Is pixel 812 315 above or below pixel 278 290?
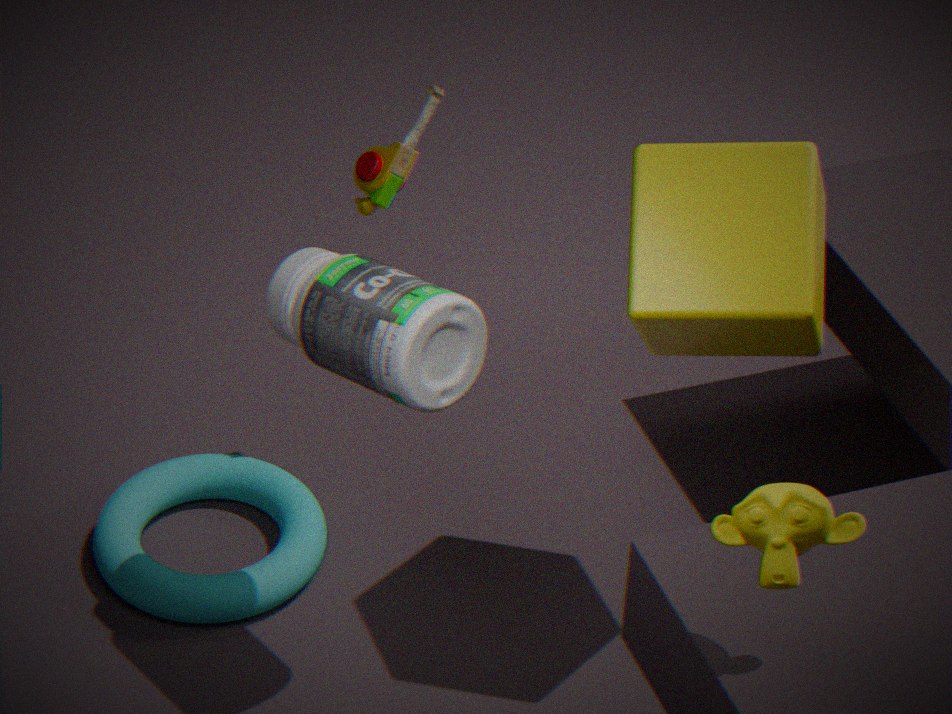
above
